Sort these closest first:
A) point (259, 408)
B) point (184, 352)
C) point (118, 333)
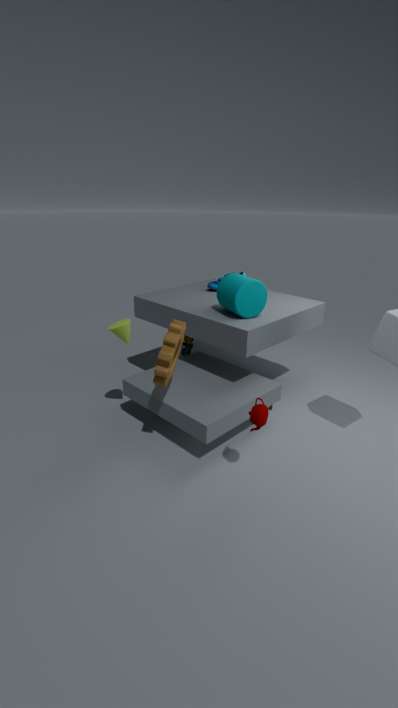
point (259, 408), point (118, 333), point (184, 352)
